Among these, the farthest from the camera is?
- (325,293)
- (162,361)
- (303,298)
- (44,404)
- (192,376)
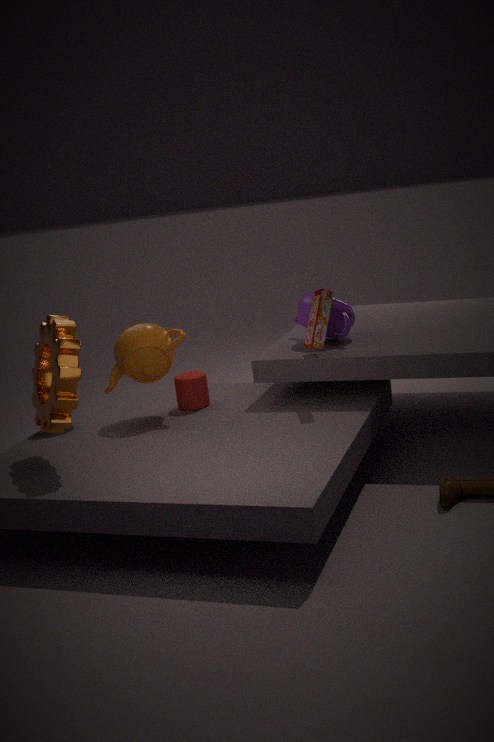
(303,298)
